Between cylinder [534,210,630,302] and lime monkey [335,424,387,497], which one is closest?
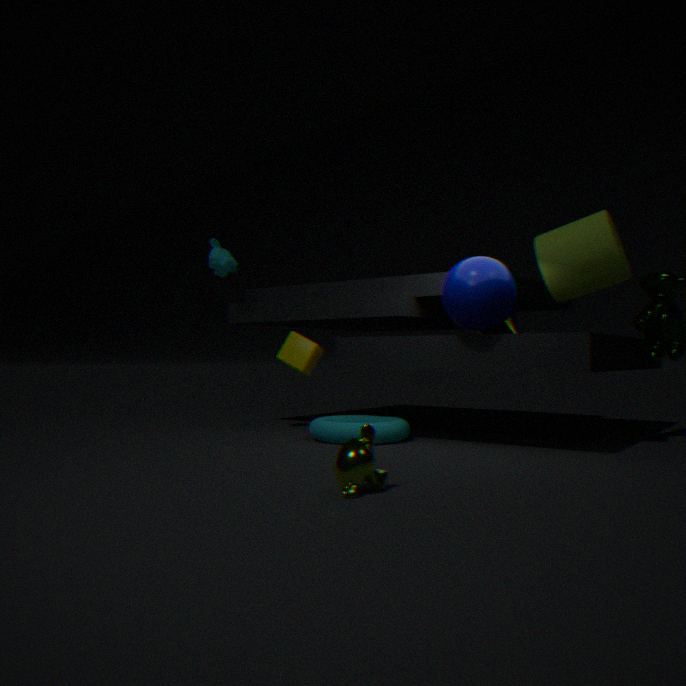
lime monkey [335,424,387,497]
